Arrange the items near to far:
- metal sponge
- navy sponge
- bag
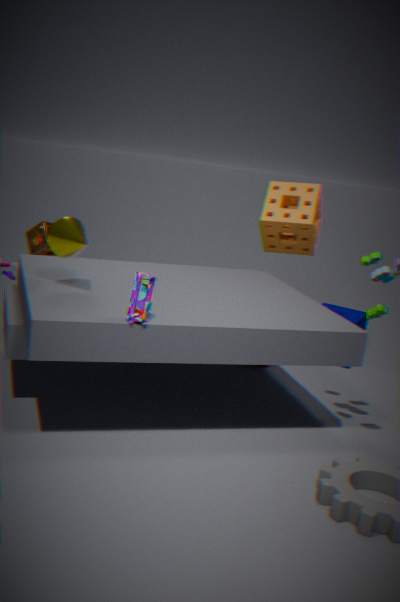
1. bag
2. metal sponge
3. navy sponge
